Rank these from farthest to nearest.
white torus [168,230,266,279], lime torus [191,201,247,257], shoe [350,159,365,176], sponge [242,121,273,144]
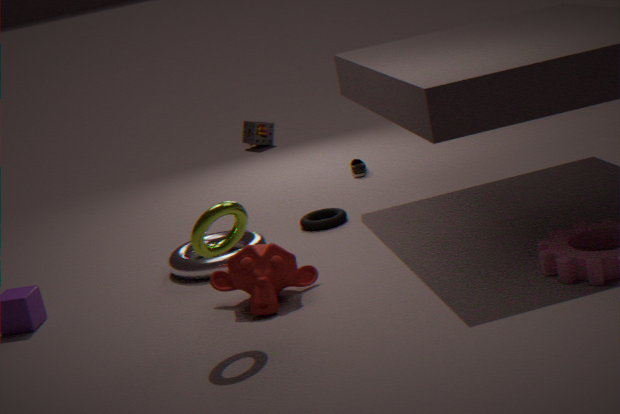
sponge [242,121,273,144], shoe [350,159,365,176], white torus [168,230,266,279], lime torus [191,201,247,257]
